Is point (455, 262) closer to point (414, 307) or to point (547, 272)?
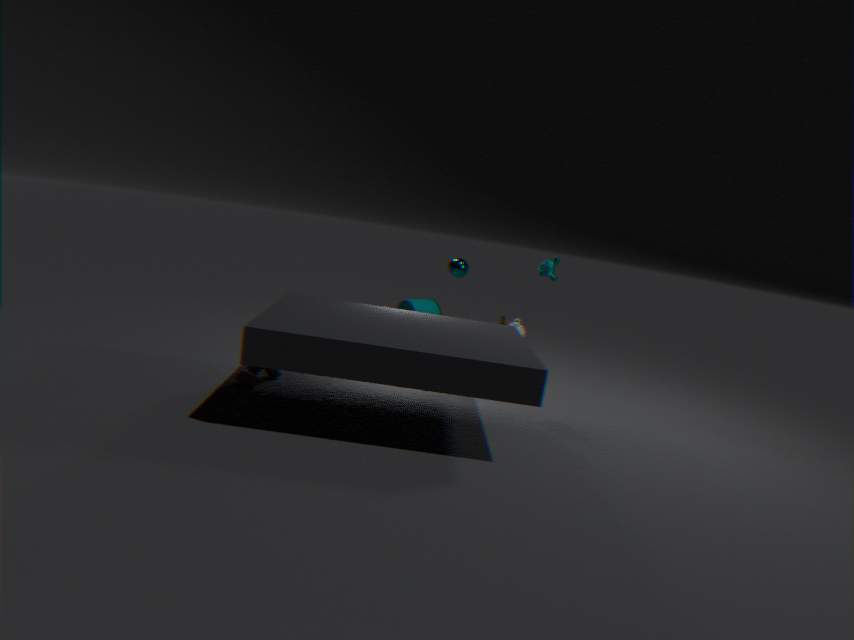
point (547, 272)
